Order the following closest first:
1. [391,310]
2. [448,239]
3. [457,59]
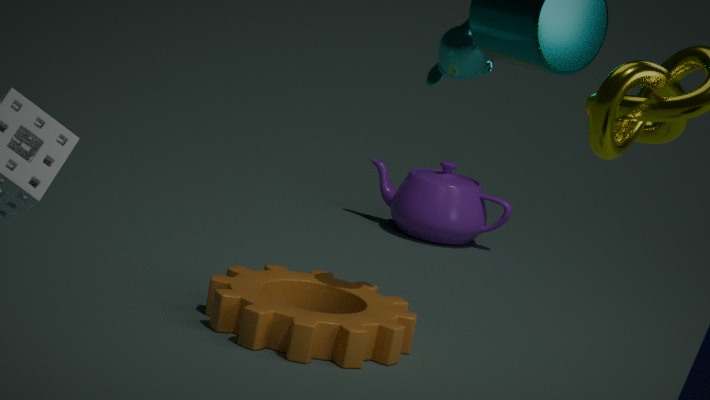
[457,59] < [391,310] < [448,239]
